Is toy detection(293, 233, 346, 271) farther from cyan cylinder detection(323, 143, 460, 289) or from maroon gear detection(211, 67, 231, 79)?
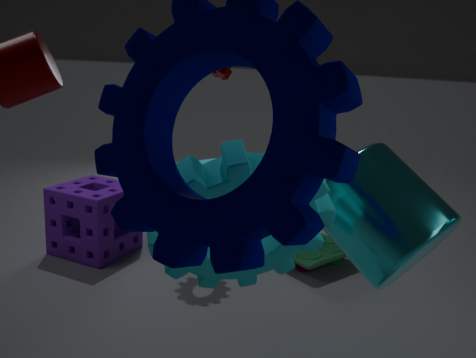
maroon gear detection(211, 67, 231, 79)
